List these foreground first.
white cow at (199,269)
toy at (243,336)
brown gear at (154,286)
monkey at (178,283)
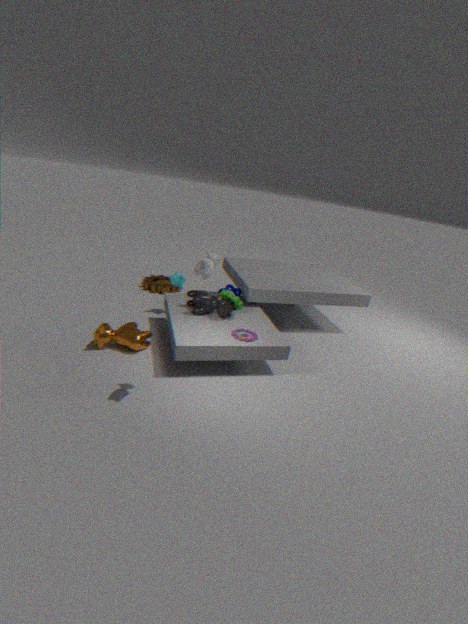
1. white cow at (199,269)
2. toy at (243,336)
3. monkey at (178,283)
4. brown gear at (154,286)
